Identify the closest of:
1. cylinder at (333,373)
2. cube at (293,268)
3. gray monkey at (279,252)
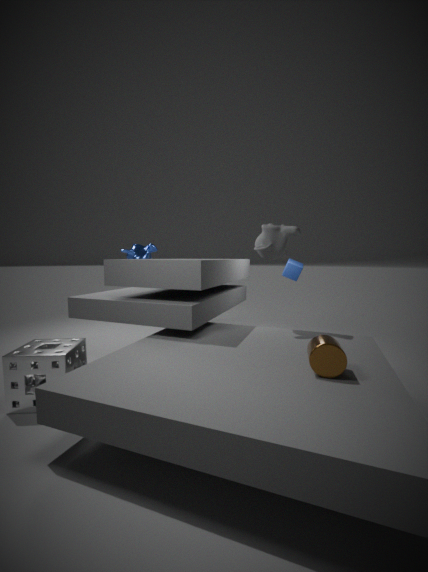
cylinder at (333,373)
